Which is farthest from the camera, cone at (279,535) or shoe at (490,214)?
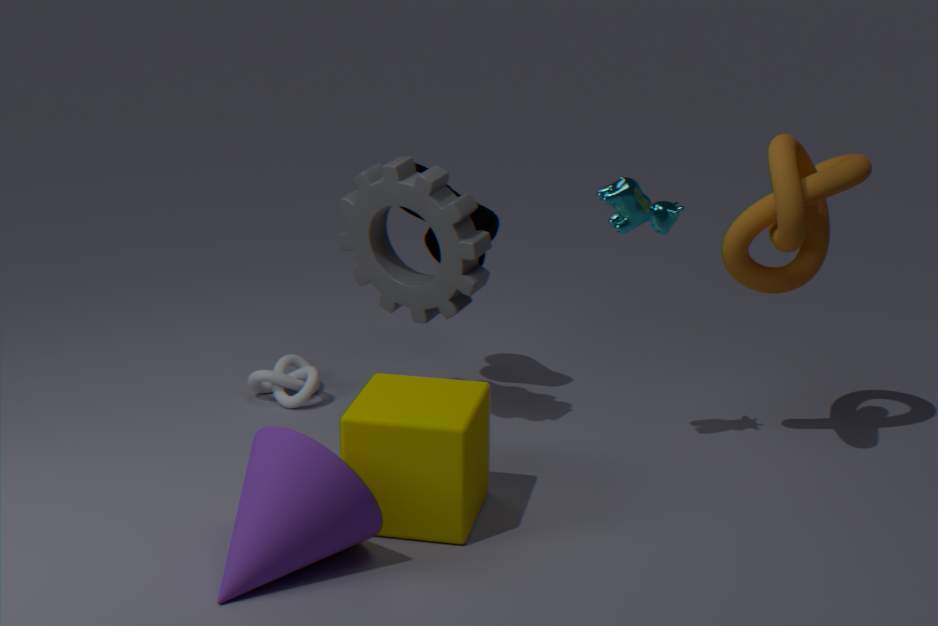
shoe at (490,214)
